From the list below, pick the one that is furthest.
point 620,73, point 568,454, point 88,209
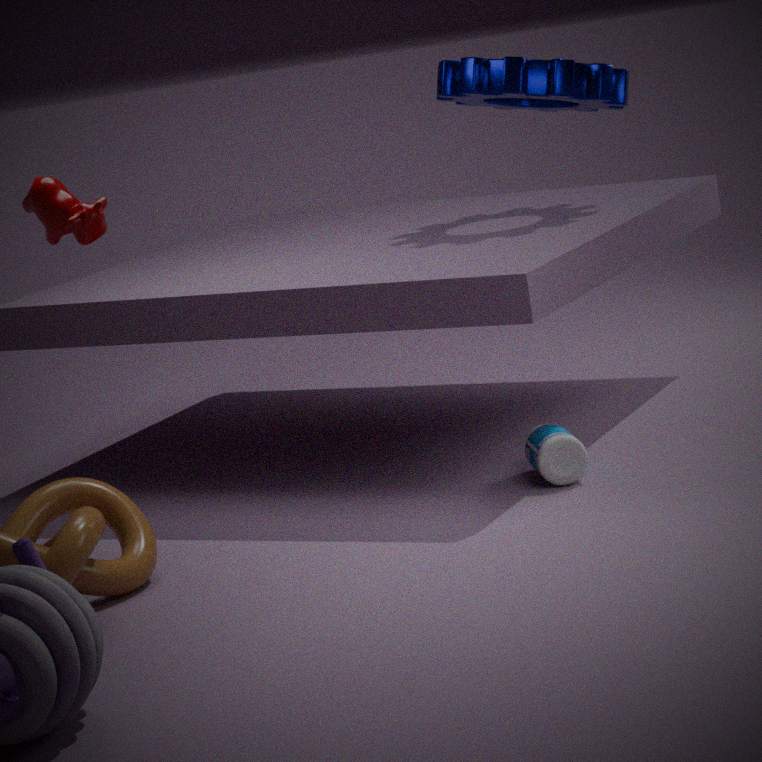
point 620,73
